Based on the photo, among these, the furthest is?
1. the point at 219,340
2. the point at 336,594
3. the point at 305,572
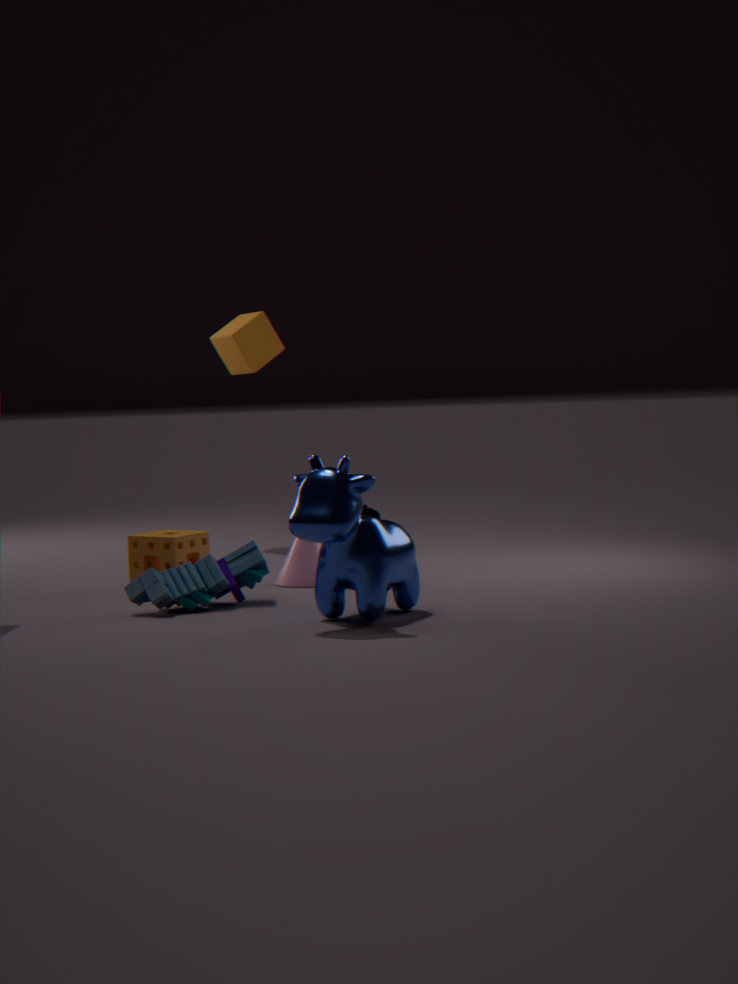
the point at 219,340
